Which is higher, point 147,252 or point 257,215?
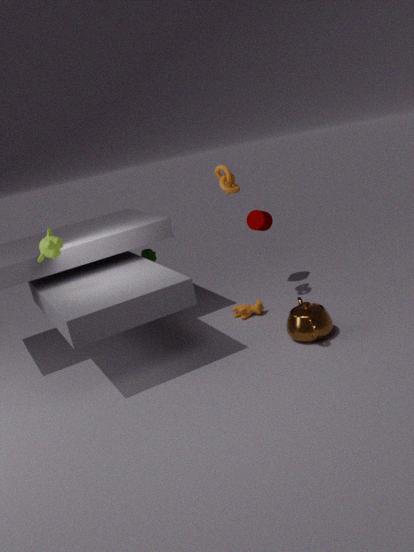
point 257,215
